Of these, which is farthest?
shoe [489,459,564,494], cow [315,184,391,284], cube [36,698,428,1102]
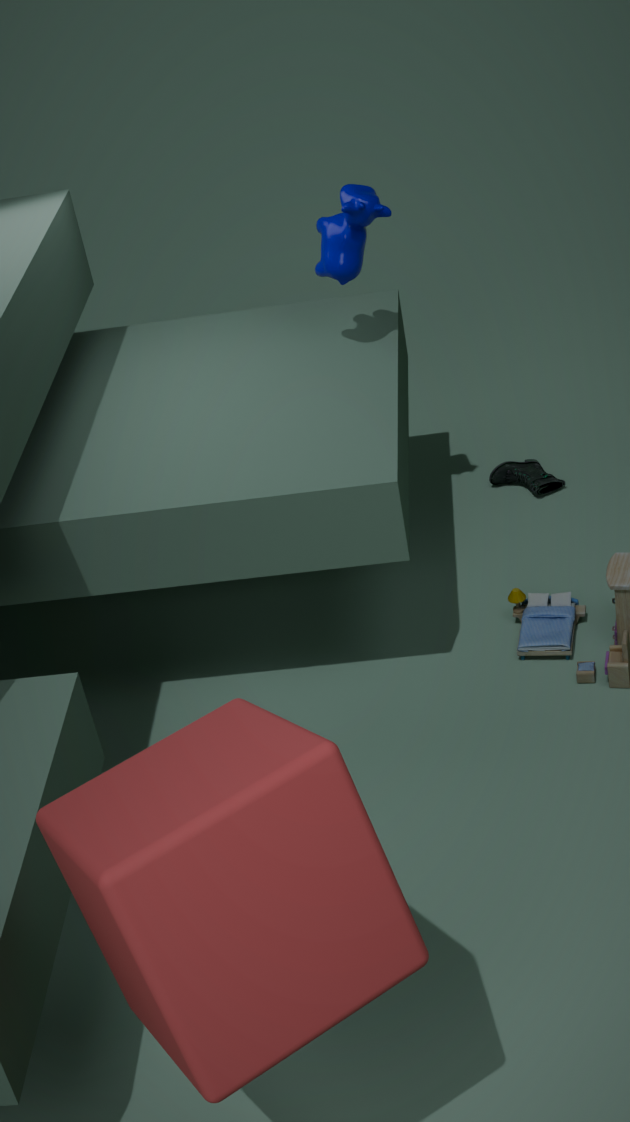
shoe [489,459,564,494]
